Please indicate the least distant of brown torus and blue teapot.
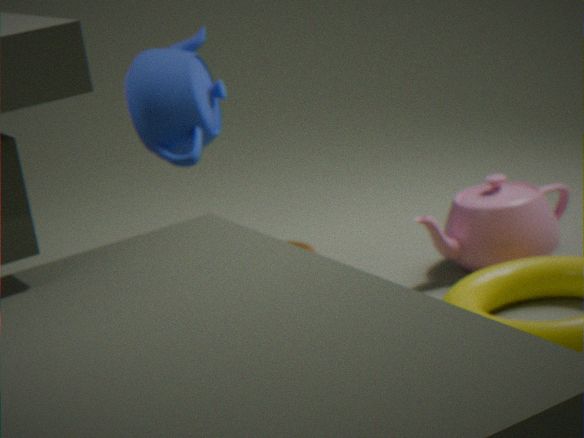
brown torus
